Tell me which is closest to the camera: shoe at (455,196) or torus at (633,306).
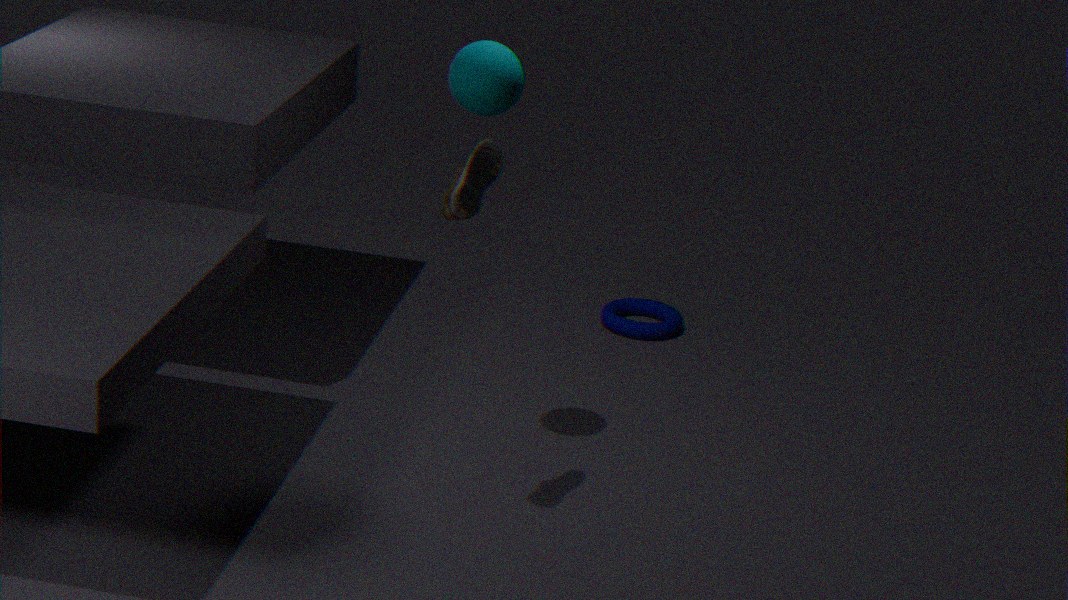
shoe at (455,196)
